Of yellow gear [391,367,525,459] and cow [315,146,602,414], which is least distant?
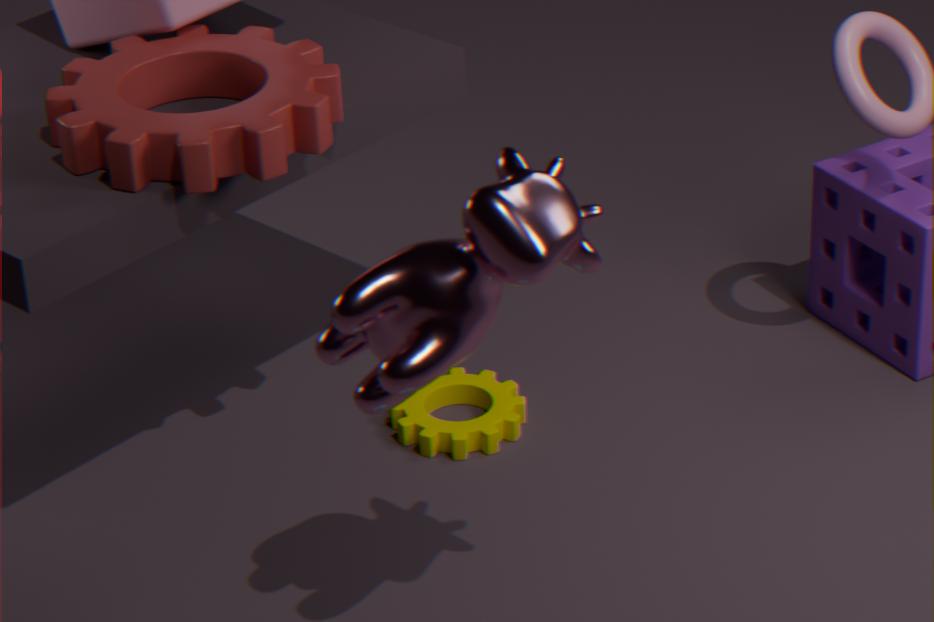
cow [315,146,602,414]
